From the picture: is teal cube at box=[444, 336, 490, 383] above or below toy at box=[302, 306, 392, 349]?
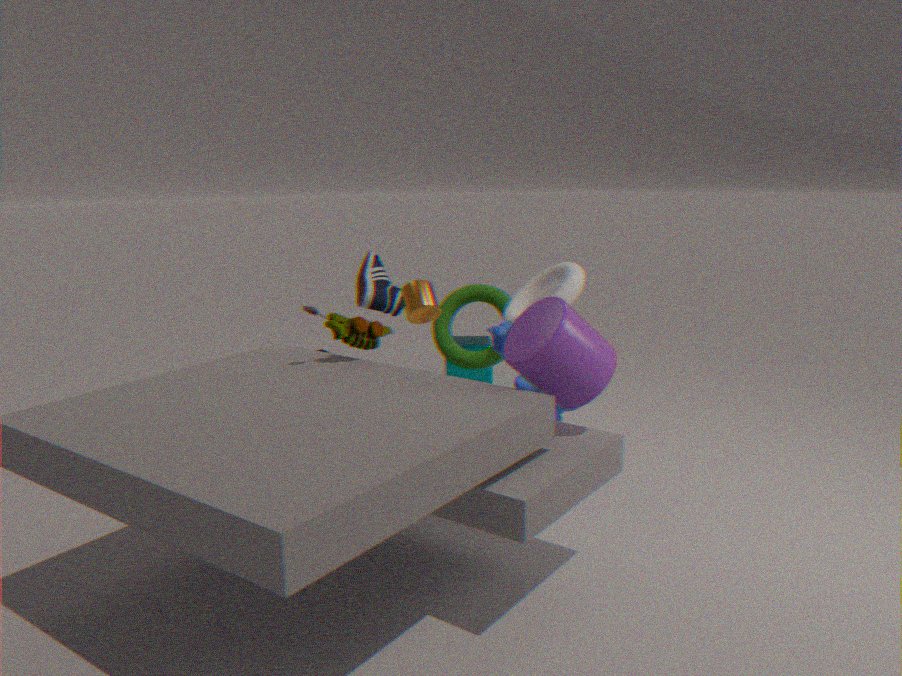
below
